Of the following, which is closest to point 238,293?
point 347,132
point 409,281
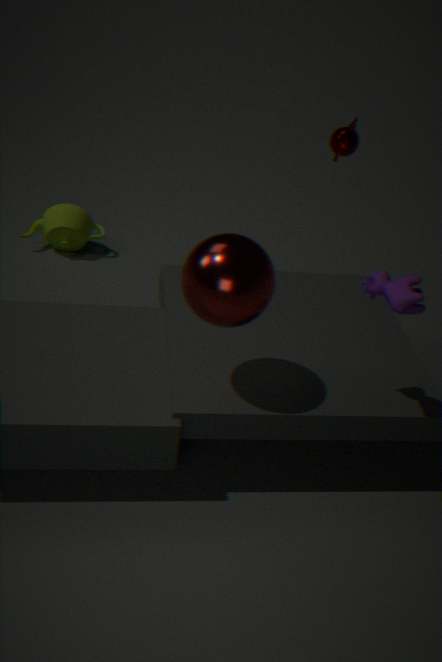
point 409,281
